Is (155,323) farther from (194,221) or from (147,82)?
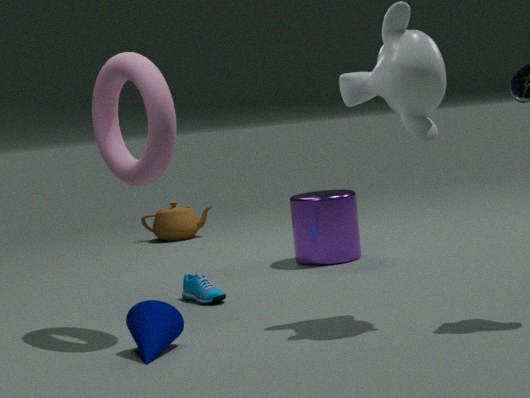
(194,221)
